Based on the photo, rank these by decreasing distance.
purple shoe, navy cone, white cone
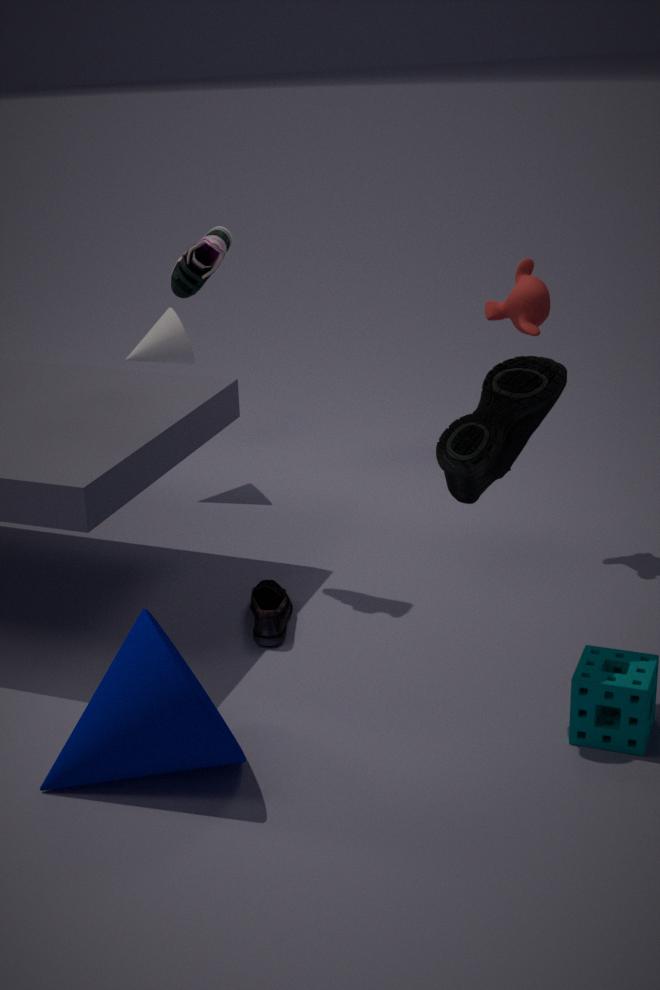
white cone → purple shoe → navy cone
